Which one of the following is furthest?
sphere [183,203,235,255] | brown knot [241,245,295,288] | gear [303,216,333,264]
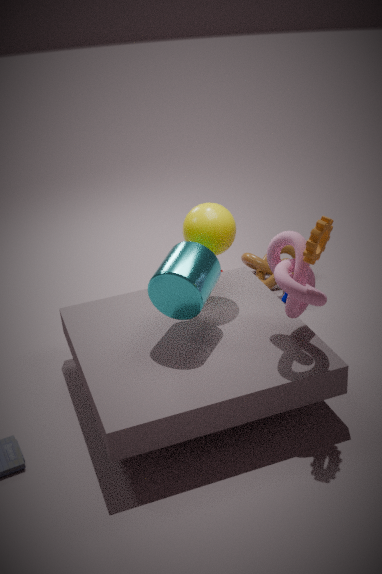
brown knot [241,245,295,288]
